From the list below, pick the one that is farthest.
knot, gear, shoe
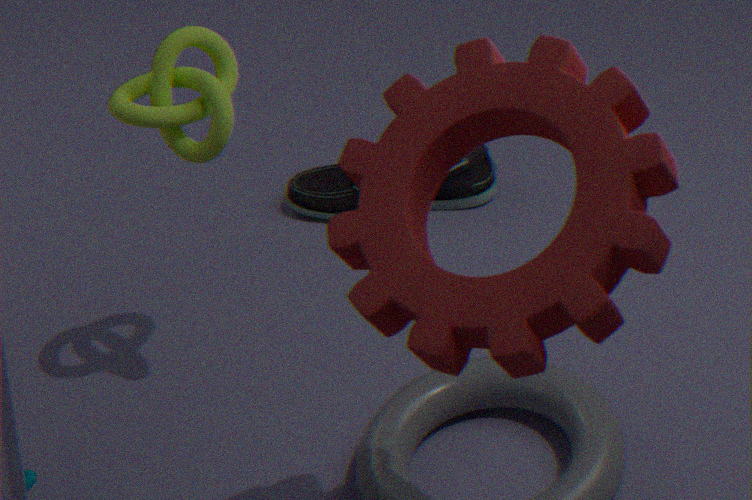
shoe
